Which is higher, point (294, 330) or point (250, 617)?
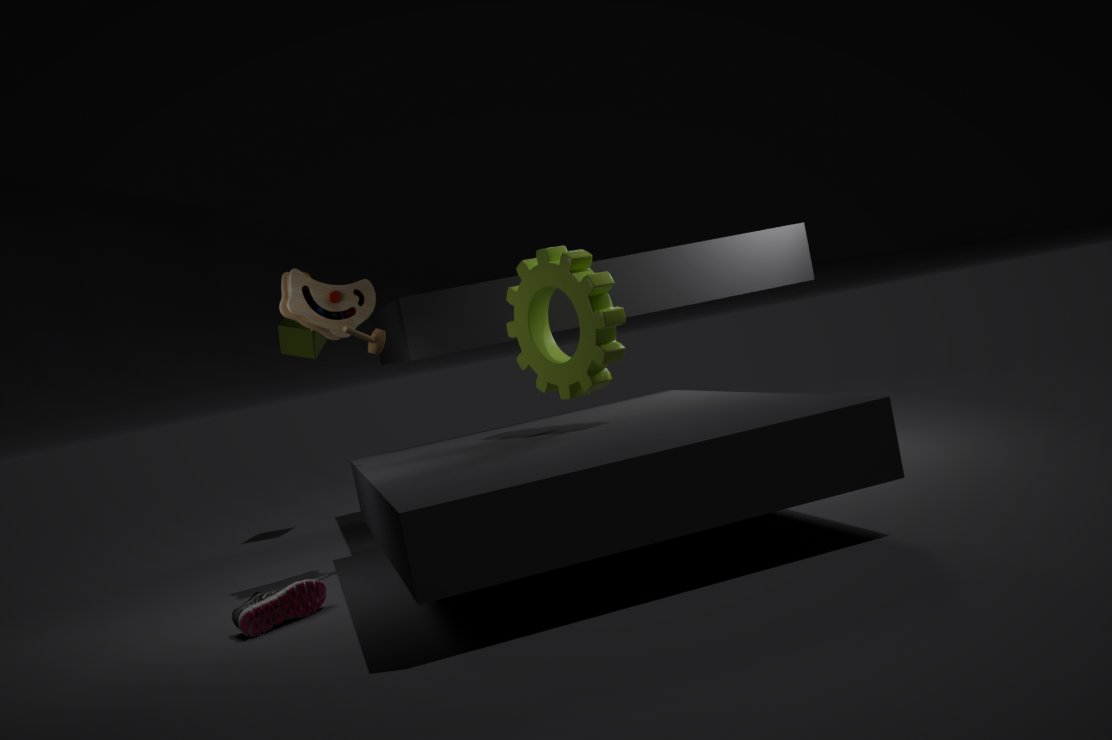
point (294, 330)
